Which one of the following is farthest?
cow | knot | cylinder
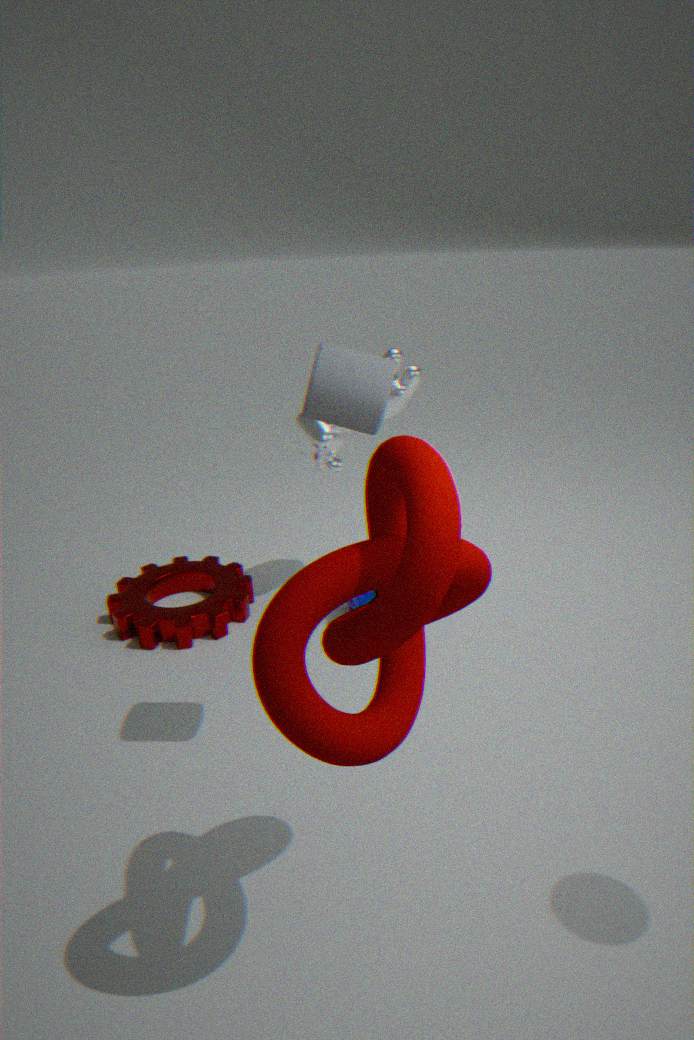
cow
